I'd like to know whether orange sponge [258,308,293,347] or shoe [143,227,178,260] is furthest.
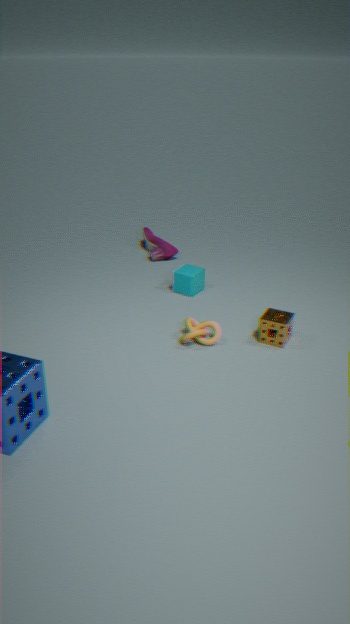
shoe [143,227,178,260]
